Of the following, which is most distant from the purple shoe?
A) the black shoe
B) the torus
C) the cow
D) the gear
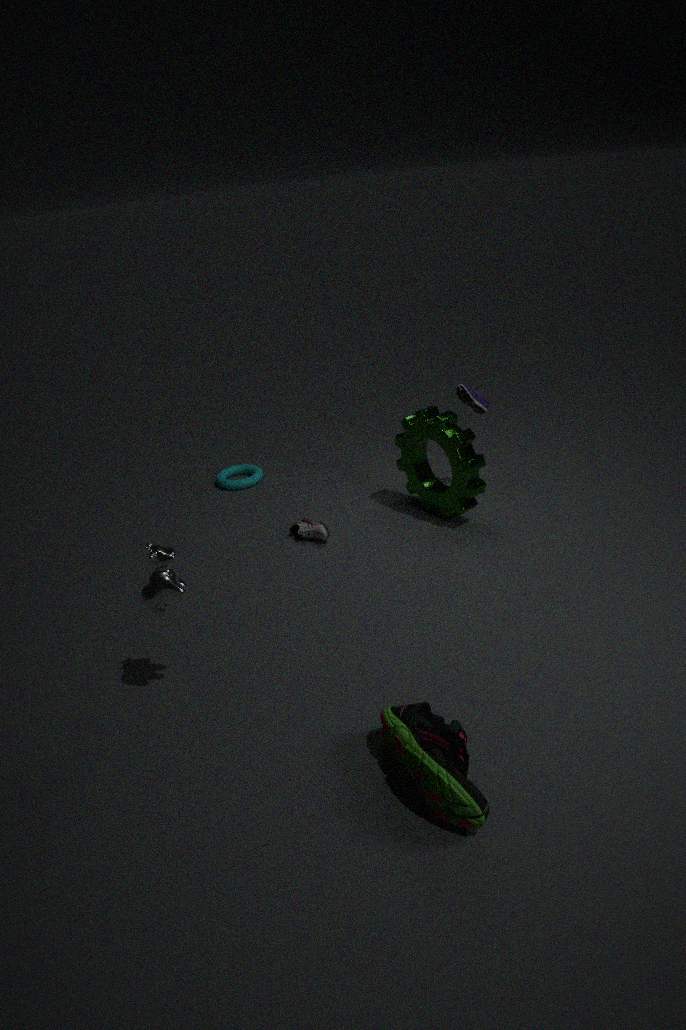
the cow
